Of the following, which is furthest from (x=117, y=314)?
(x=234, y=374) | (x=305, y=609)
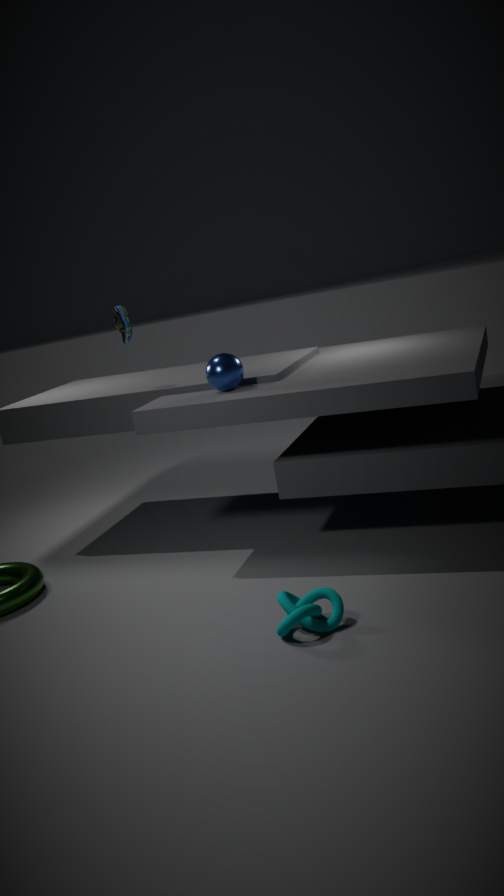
(x=305, y=609)
